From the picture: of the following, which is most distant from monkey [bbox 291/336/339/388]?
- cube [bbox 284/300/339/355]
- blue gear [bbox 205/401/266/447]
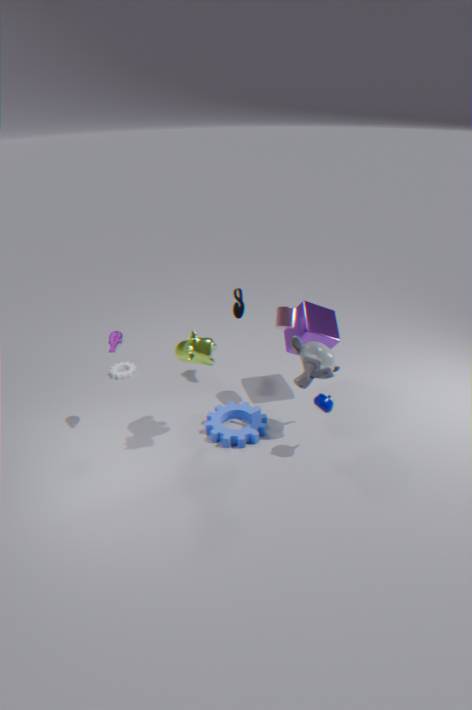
blue gear [bbox 205/401/266/447]
